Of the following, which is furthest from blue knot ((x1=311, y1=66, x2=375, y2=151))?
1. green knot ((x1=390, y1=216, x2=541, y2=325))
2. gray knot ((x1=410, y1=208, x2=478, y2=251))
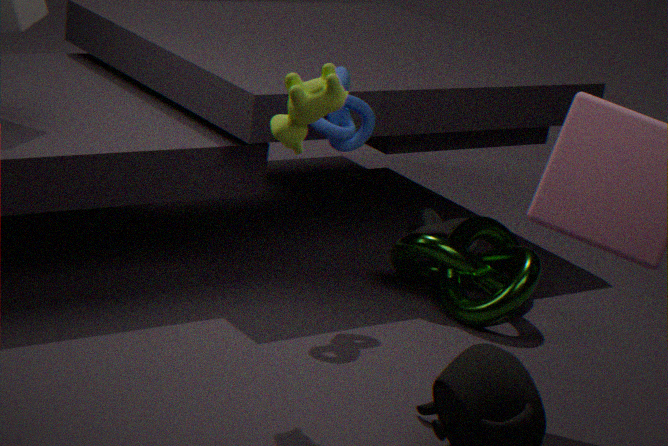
gray knot ((x1=410, y1=208, x2=478, y2=251))
